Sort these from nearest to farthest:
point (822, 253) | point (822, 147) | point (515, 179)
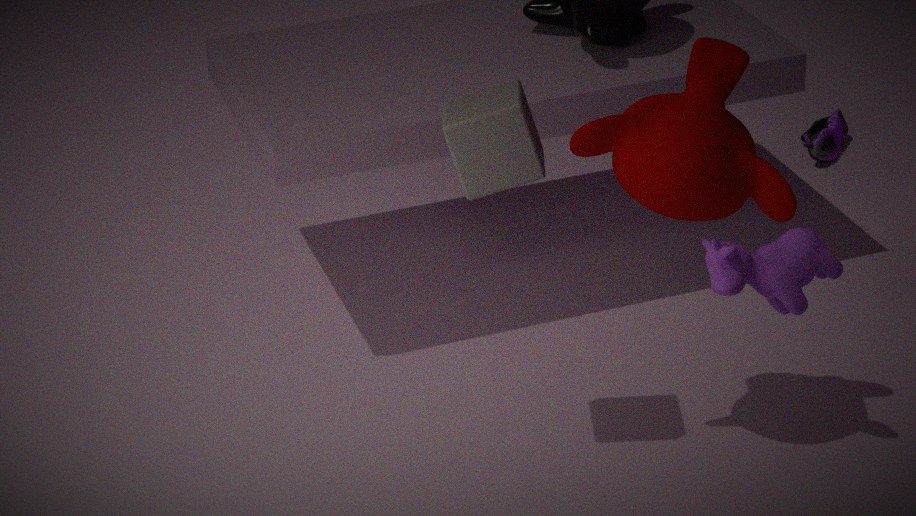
point (822, 253) → point (515, 179) → point (822, 147)
